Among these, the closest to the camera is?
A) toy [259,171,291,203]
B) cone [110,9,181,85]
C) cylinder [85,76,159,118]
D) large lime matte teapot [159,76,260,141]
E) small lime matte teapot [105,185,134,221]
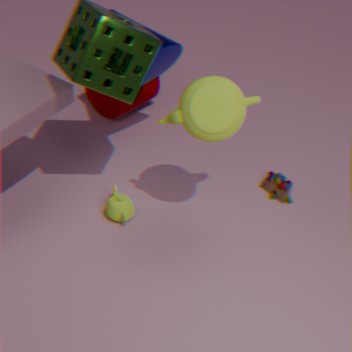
large lime matte teapot [159,76,260,141]
